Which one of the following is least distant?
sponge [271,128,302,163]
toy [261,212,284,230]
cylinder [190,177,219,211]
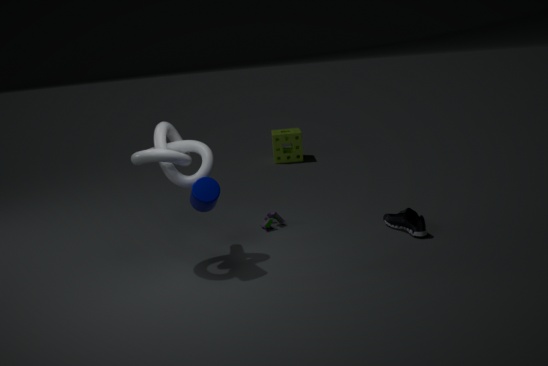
cylinder [190,177,219,211]
